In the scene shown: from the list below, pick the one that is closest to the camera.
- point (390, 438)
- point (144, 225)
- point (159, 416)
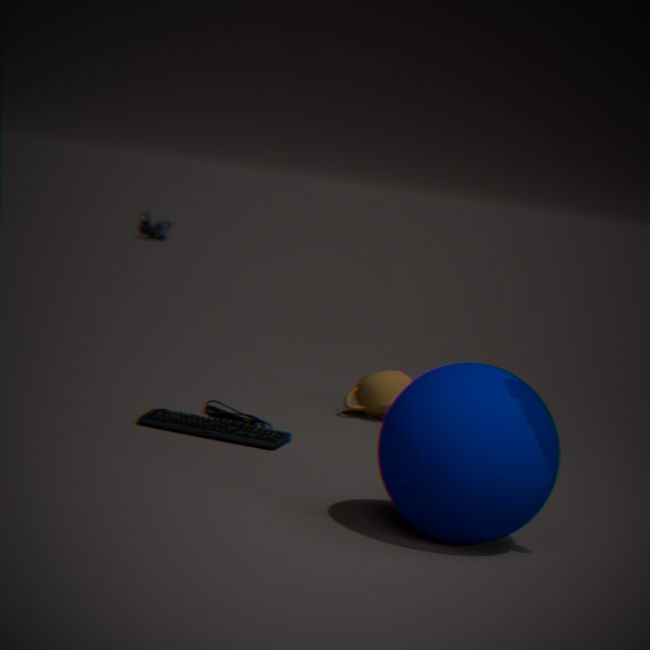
point (390, 438)
